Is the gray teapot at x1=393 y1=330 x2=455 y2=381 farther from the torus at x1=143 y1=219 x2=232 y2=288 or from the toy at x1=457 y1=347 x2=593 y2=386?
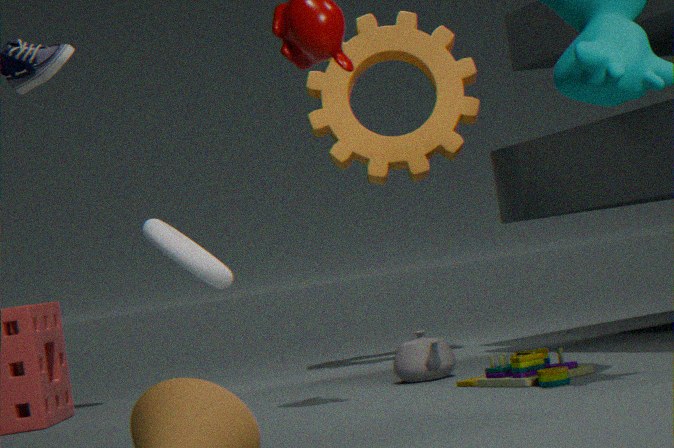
the torus at x1=143 y1=219 x2=232 y2=288
